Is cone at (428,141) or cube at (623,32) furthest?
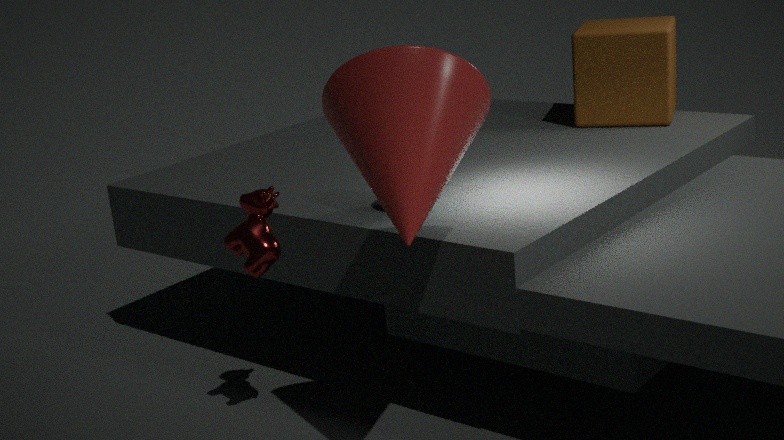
cube at (623,32)
